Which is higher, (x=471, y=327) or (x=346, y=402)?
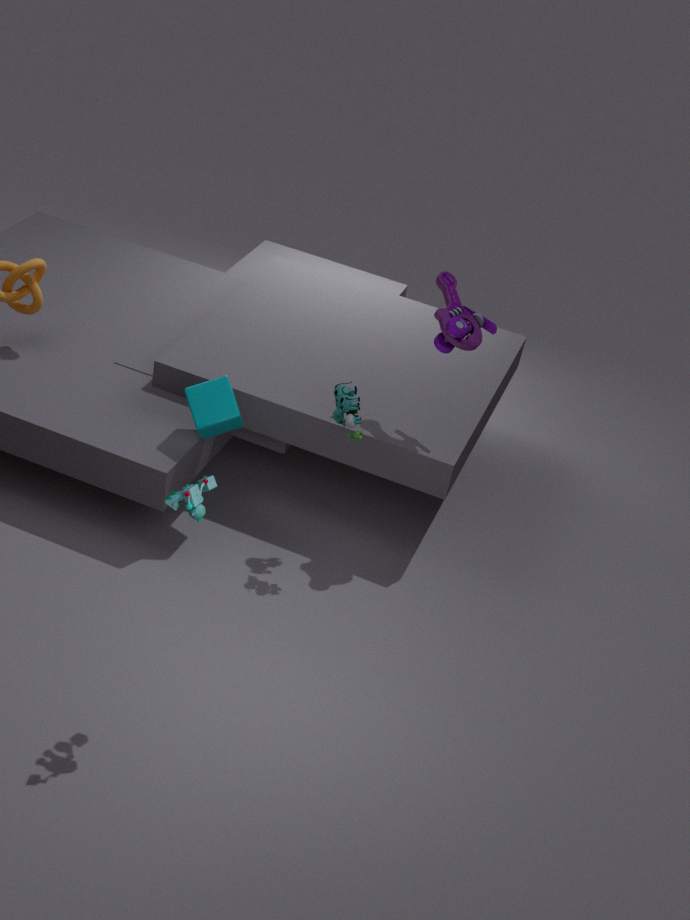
(x=471, y=327)
